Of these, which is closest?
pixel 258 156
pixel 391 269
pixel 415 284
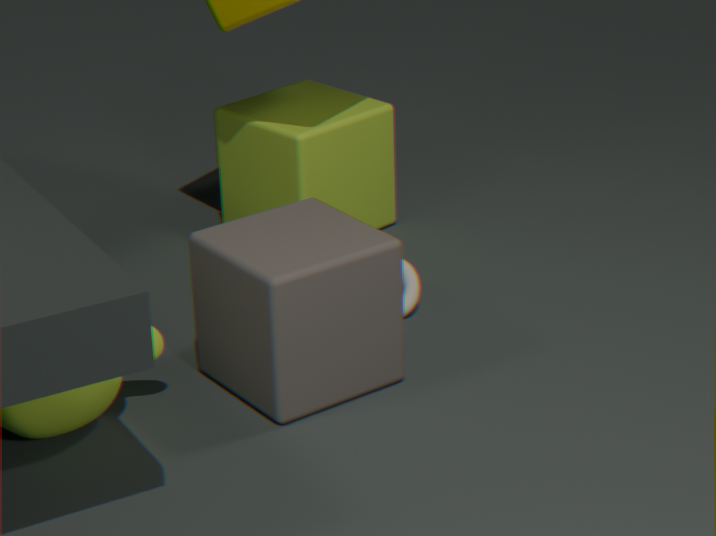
pixel 391 269
